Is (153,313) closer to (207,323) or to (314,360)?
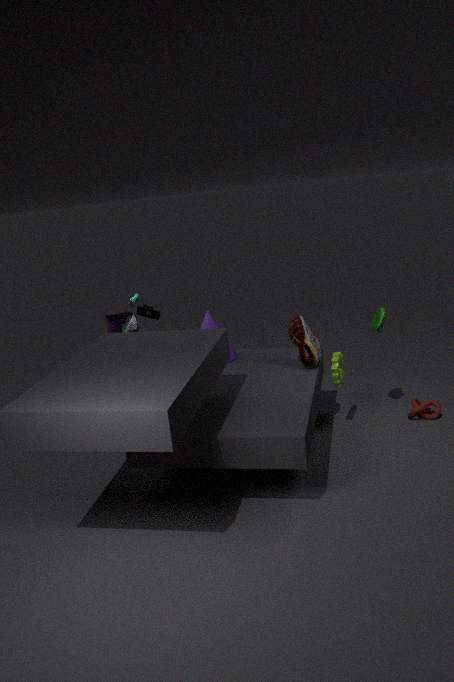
(207,323)
